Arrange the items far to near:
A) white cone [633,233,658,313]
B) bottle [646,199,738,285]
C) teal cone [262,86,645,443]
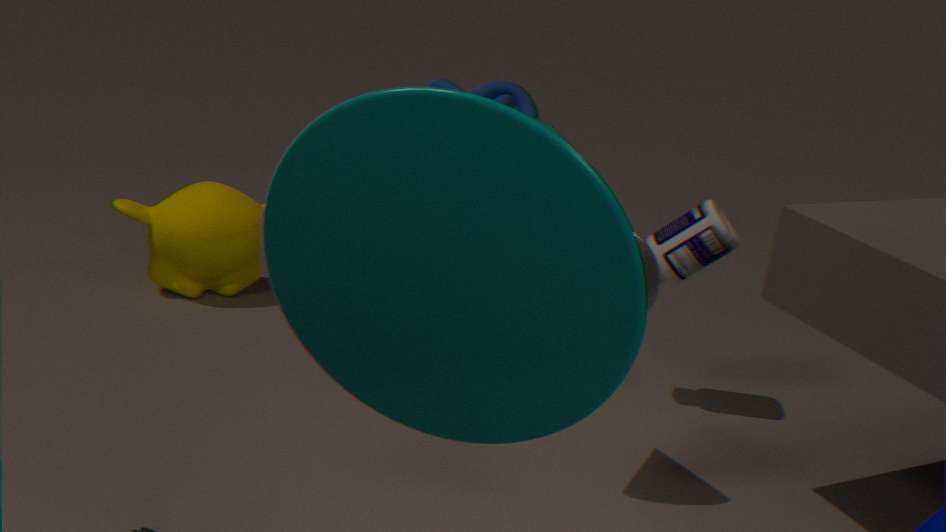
bottle [646,199,738,285], white cone [633,233,658,313], teal cone [262,86,645,443]
